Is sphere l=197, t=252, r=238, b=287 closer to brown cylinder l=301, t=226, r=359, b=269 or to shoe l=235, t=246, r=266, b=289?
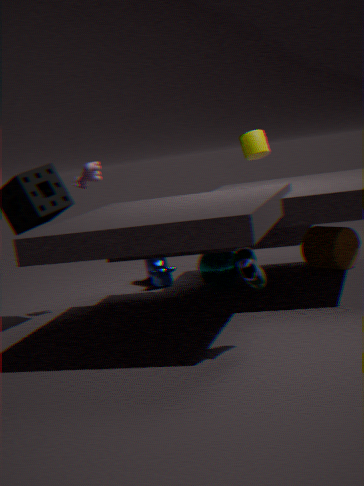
brown cylinder l=301, t=226, r=359, b=269
